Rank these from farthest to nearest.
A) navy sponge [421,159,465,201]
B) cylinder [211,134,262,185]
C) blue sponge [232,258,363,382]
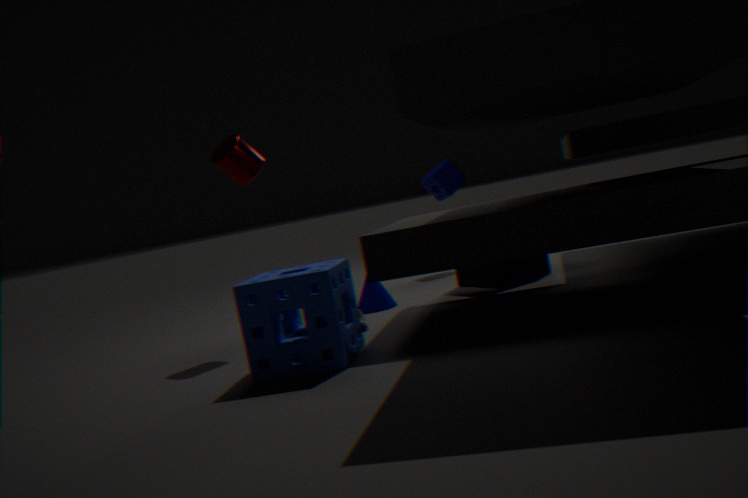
navy sponge [421,159,465,201] < cylinder [211,134,262,185] < blue sponge [232,258,363,382]
